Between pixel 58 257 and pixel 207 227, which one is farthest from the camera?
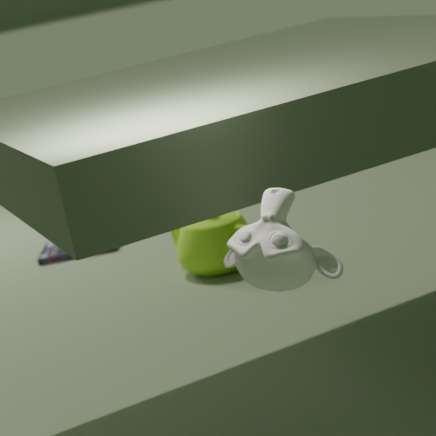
pixel 58 257
